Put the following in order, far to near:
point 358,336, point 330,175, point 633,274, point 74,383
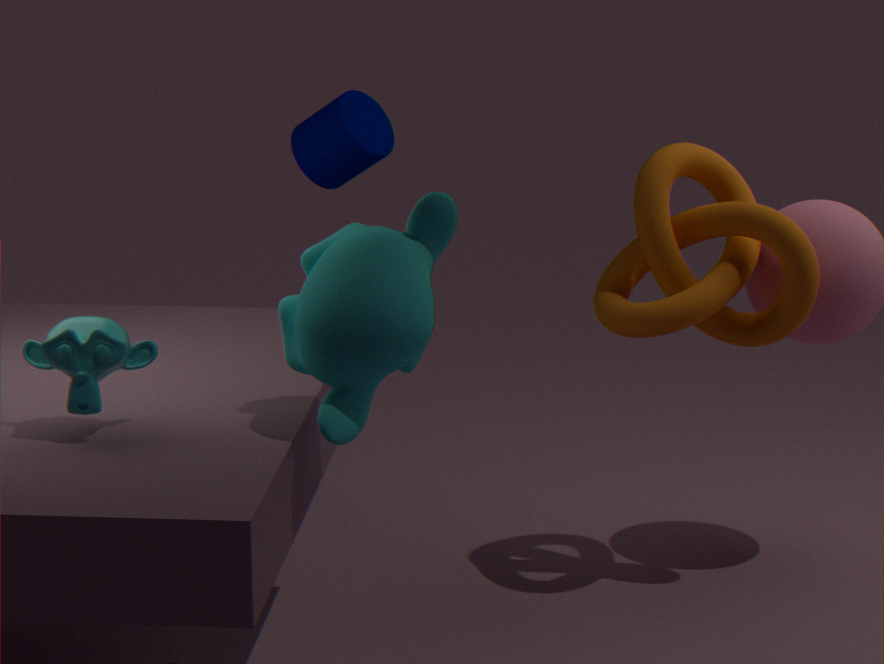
point 633,274
point 330,175
point 74,383
point 358,336
